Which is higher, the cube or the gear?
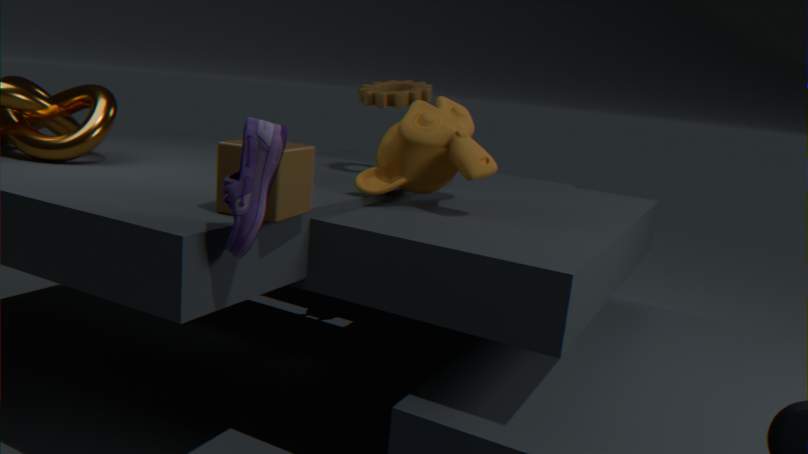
the gear
